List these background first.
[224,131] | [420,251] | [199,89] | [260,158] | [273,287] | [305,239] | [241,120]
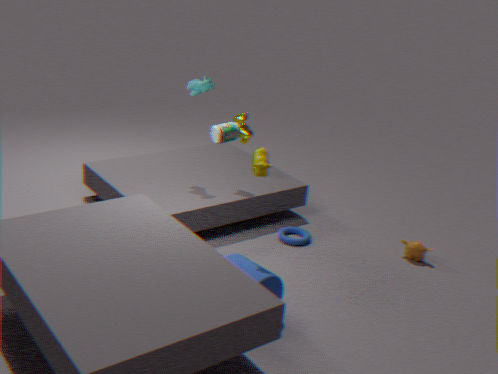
1. [241,120]
2. [199,89]
3. [305,239]
4. [420,251]
5. [224,131]
6. [260,158]
7. [273,287]
